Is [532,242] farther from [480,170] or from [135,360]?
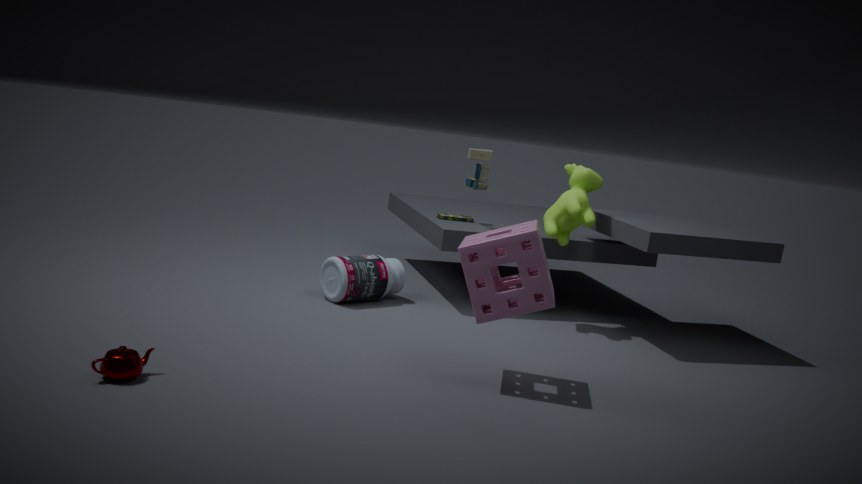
[135,360]
